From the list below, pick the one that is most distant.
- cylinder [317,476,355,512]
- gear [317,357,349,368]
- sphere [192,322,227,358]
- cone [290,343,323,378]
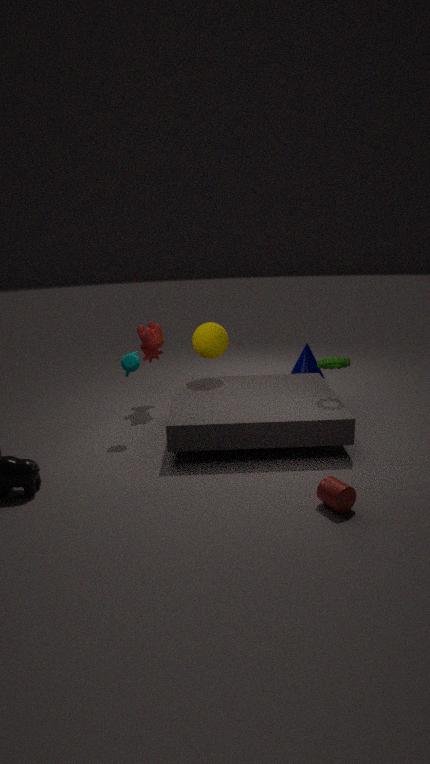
cone [290,343,323,378]
